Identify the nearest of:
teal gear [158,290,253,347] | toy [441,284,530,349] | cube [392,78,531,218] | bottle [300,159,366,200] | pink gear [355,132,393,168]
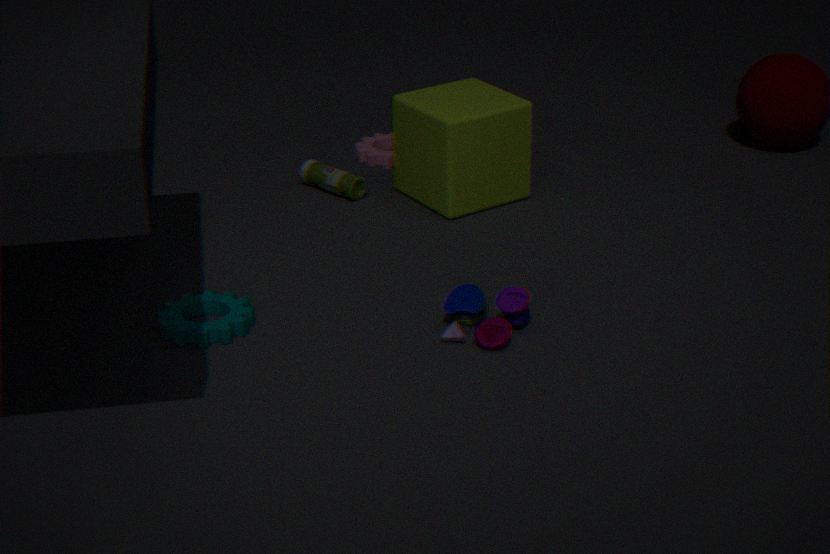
toy [441,284,530,349]
